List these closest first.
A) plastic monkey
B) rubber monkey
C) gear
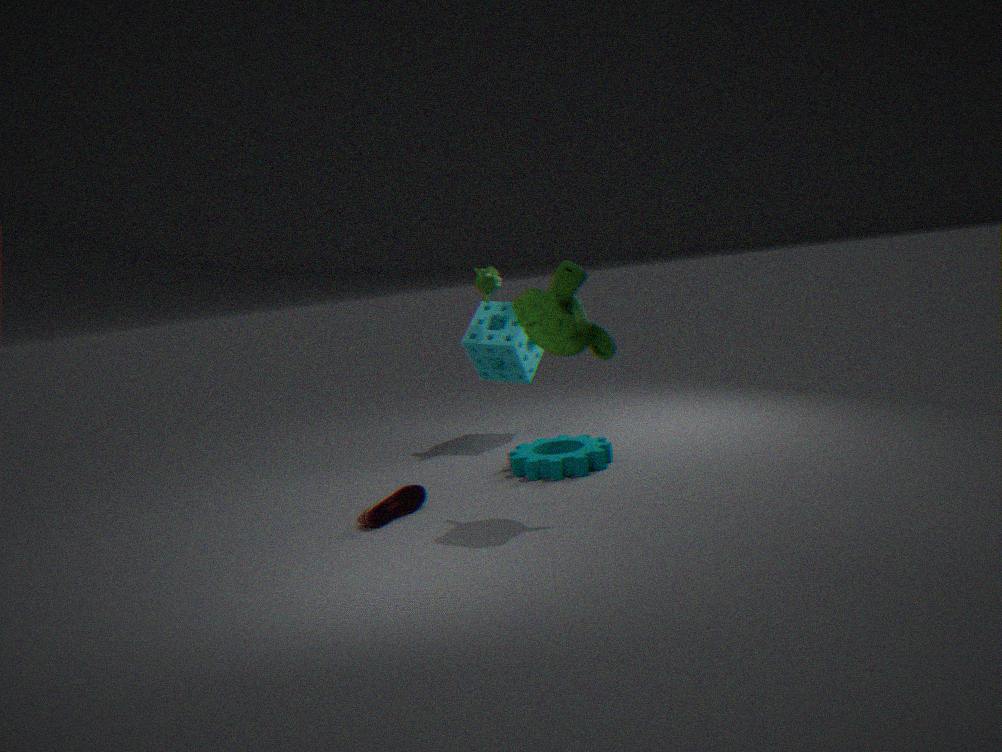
rubber monkey
gear
plastic monkey
